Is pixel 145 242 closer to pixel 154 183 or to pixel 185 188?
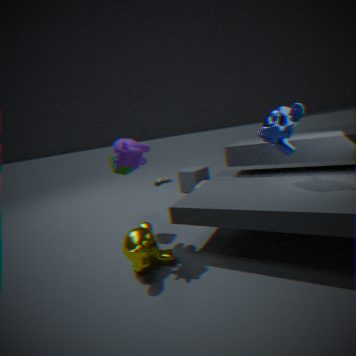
pixel 154 183
